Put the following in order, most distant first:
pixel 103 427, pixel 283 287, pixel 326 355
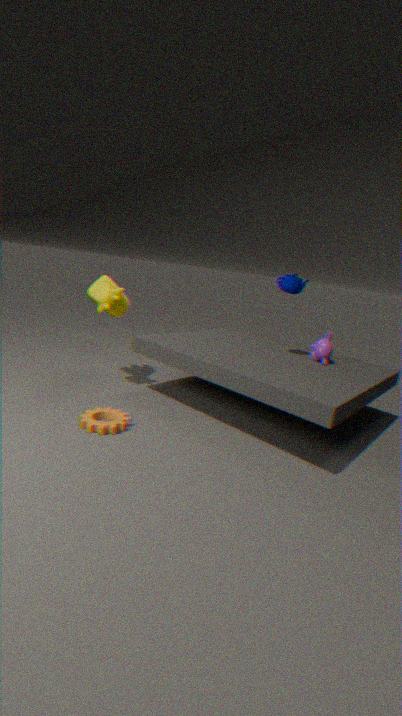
Answer: pixel 326 355, pixel 283 287, pixel 103 427
